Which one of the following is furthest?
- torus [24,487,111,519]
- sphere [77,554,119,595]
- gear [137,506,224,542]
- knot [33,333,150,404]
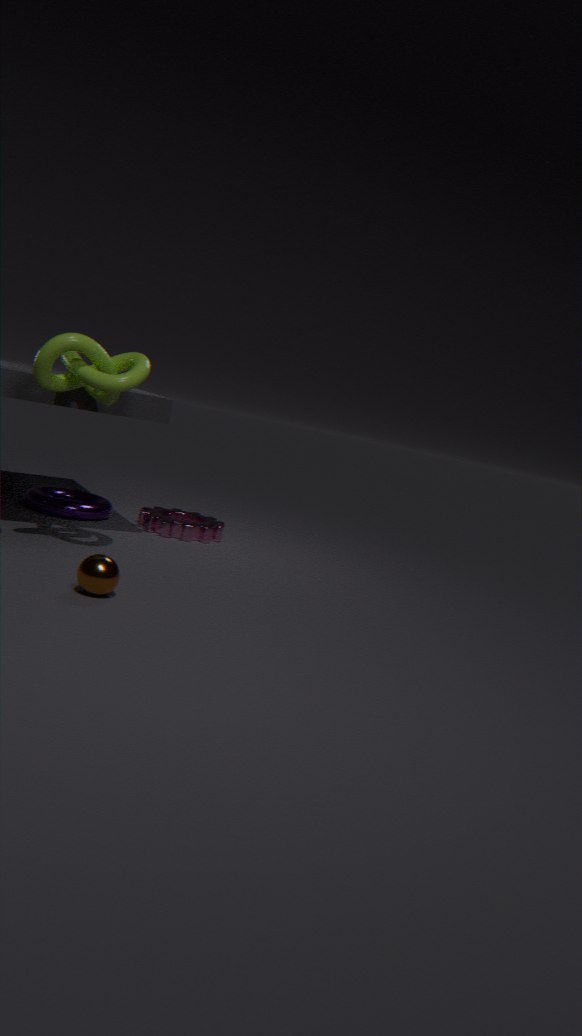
gear [137,506,224,542]
